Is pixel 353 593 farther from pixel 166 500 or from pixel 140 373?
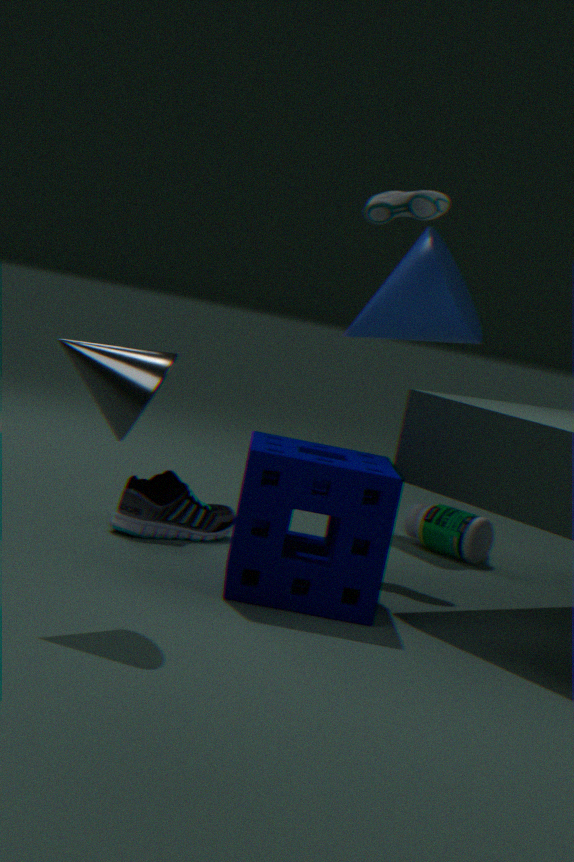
pixel 140 373
